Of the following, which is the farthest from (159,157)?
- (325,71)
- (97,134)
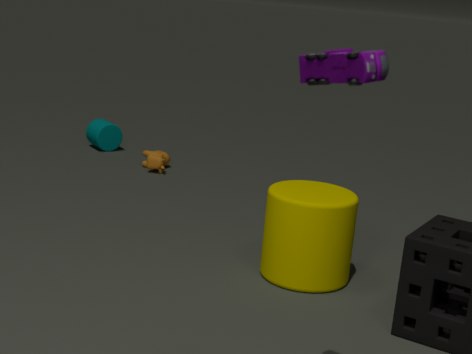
(325,71)
